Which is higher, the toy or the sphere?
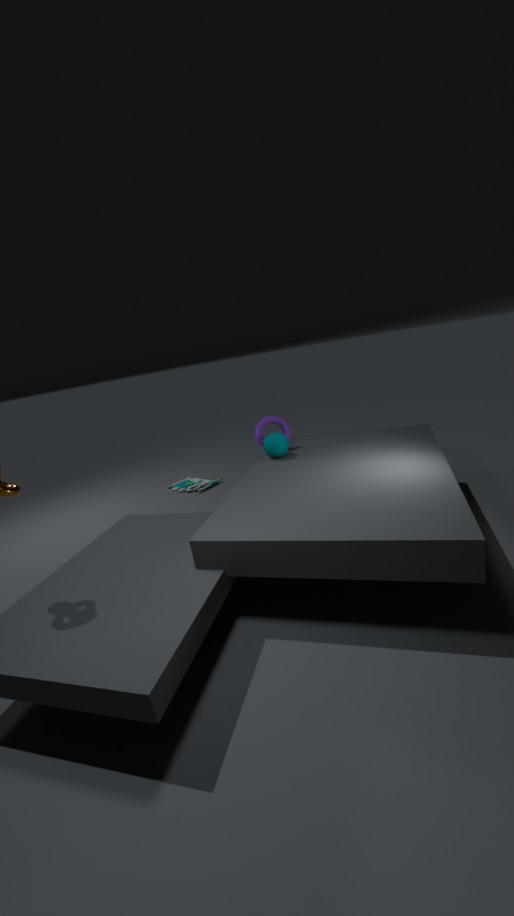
the sphere
